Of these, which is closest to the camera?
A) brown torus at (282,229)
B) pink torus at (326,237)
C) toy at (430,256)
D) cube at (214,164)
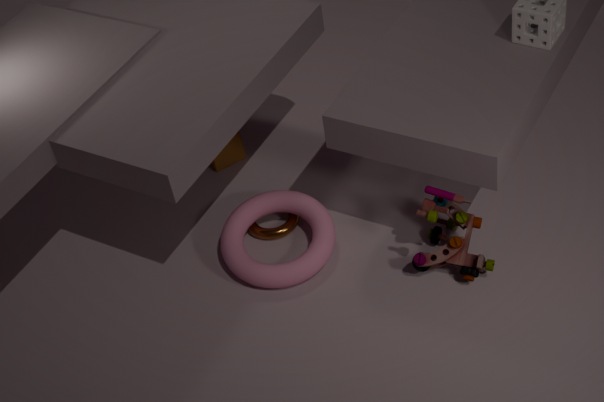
toy at (430,256)
